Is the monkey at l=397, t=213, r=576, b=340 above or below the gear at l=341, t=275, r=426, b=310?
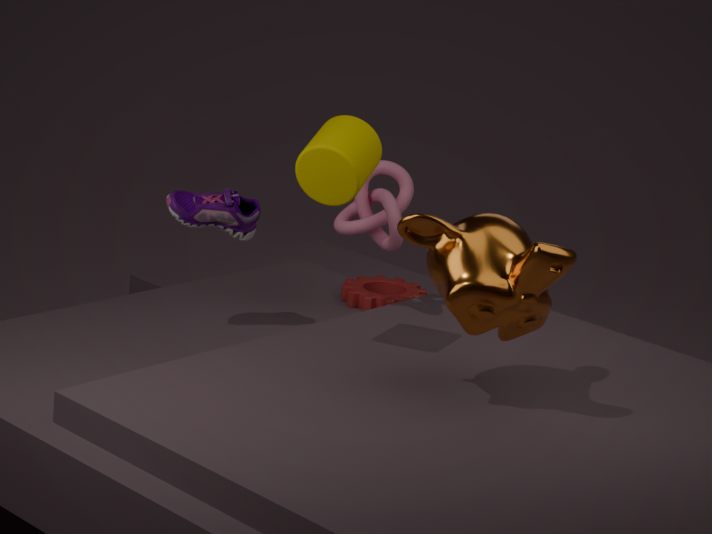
above
